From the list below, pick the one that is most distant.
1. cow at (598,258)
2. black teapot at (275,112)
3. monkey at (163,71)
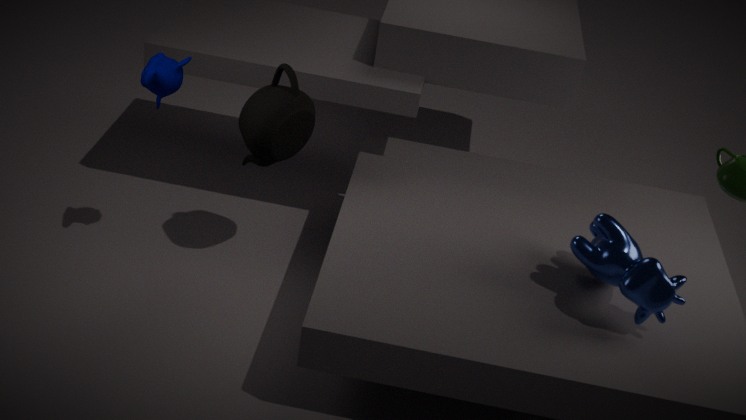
black teapot at (275,112)
